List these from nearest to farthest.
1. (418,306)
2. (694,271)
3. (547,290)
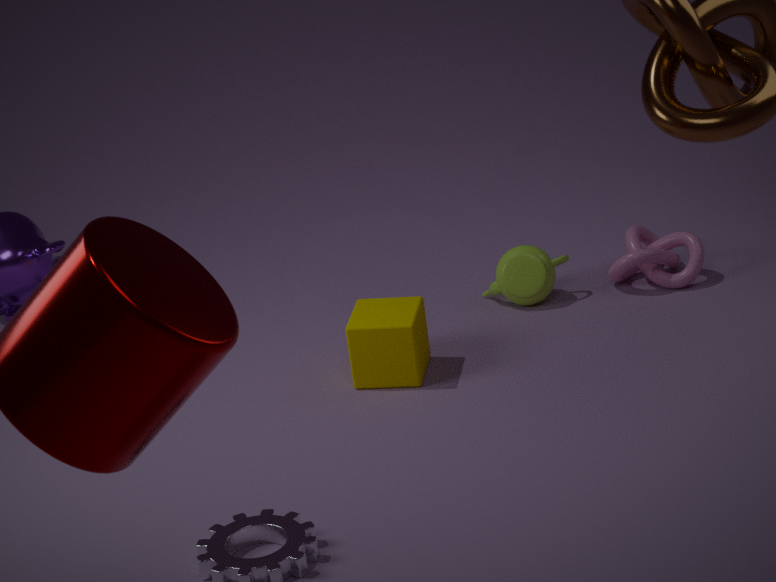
1. (418,306)
2. (694,271)
3. (547,290)
